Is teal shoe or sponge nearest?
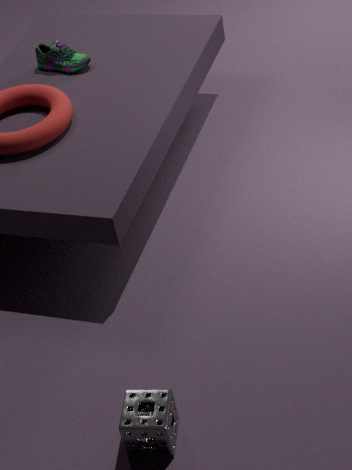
sponge
